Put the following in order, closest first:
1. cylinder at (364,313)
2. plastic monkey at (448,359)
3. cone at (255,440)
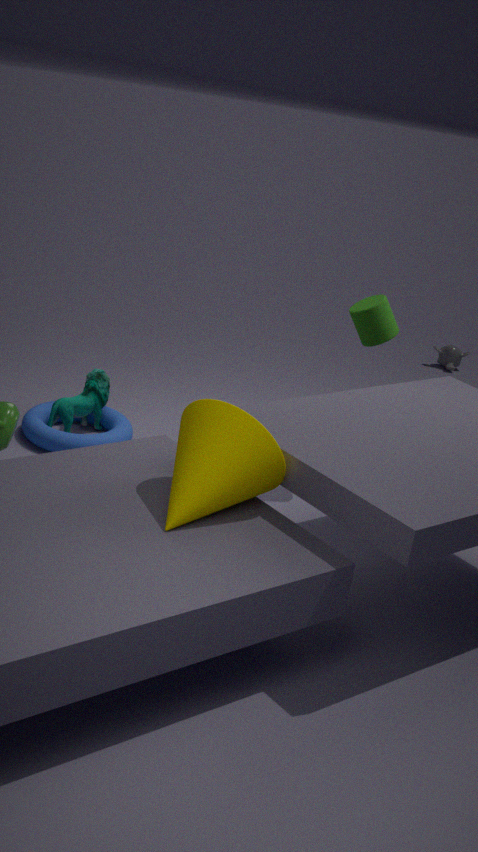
cone at (255,440) < cylinder at (364,313) < plastic monkey at (448,359)
